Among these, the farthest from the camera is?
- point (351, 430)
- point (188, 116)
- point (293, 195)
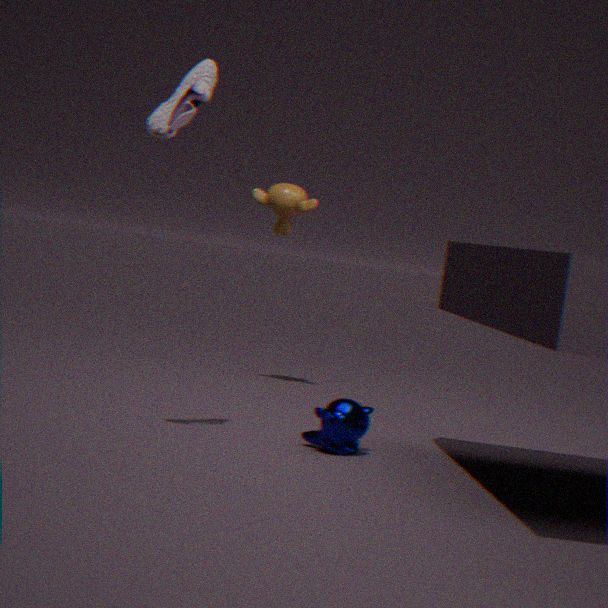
point (293, 195)
